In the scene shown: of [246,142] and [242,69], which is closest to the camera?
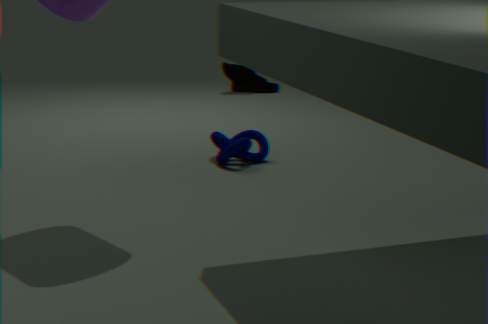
[246,142]
